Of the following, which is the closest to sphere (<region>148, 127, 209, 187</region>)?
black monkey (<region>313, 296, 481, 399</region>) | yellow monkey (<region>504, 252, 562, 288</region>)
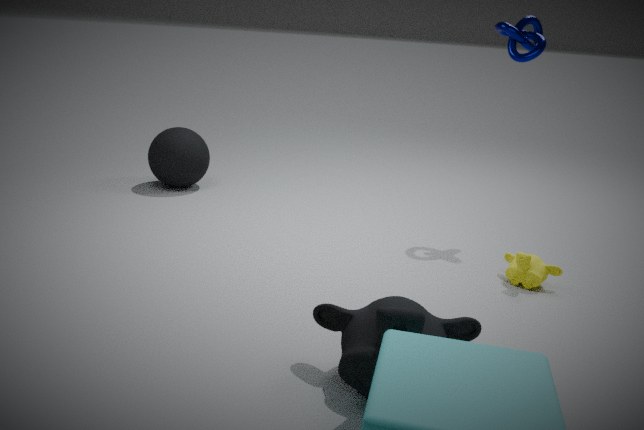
yellow monkey (<region>504, 252, 562, 288</region>)
